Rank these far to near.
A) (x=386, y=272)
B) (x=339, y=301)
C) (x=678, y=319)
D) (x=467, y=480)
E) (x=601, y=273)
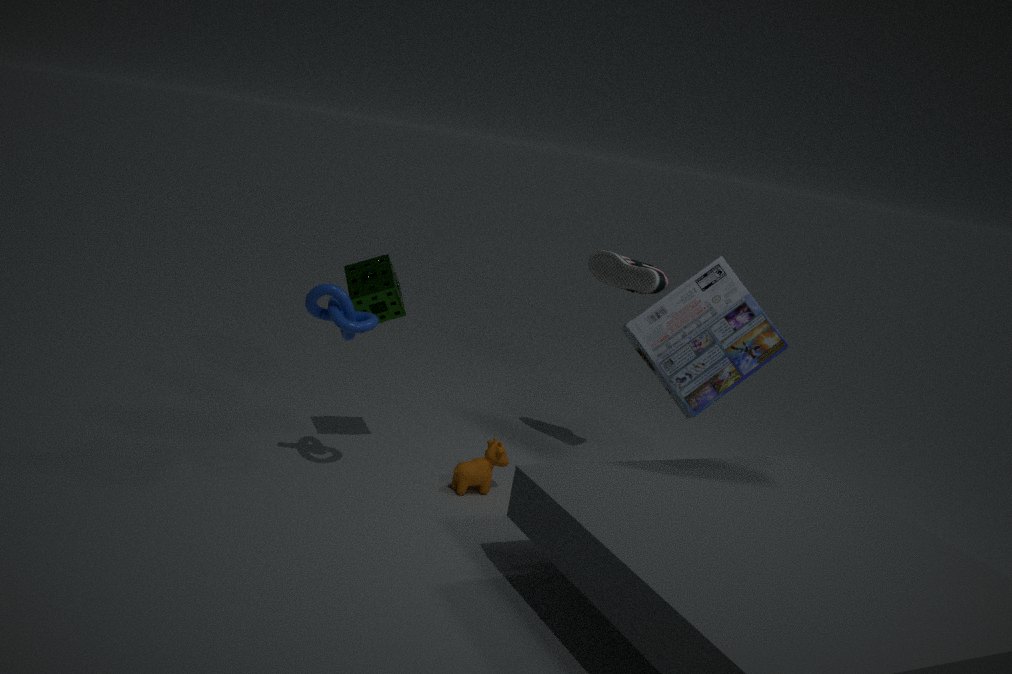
1. (x=601, y=273)
2. (x=467, y=480)
3. (x=386, y=272)
4. (x=339, y=301)
5. (x=678, y=319)
